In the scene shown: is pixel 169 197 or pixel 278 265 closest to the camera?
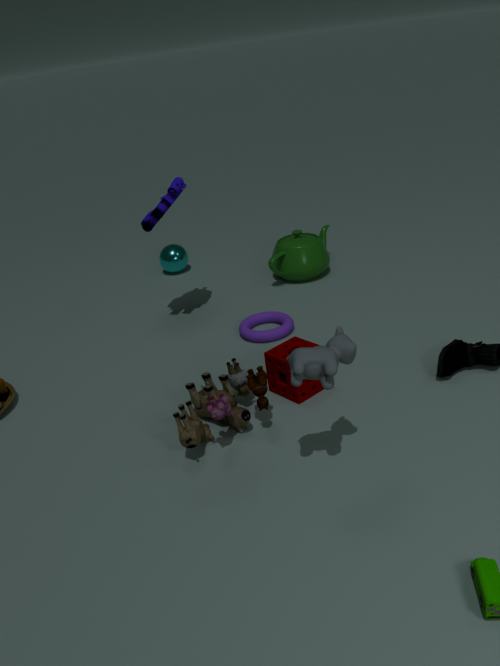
pixel 169 197
